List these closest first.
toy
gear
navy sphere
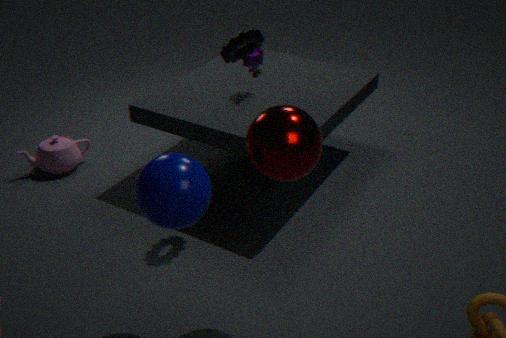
navy sphere, gear, toy
